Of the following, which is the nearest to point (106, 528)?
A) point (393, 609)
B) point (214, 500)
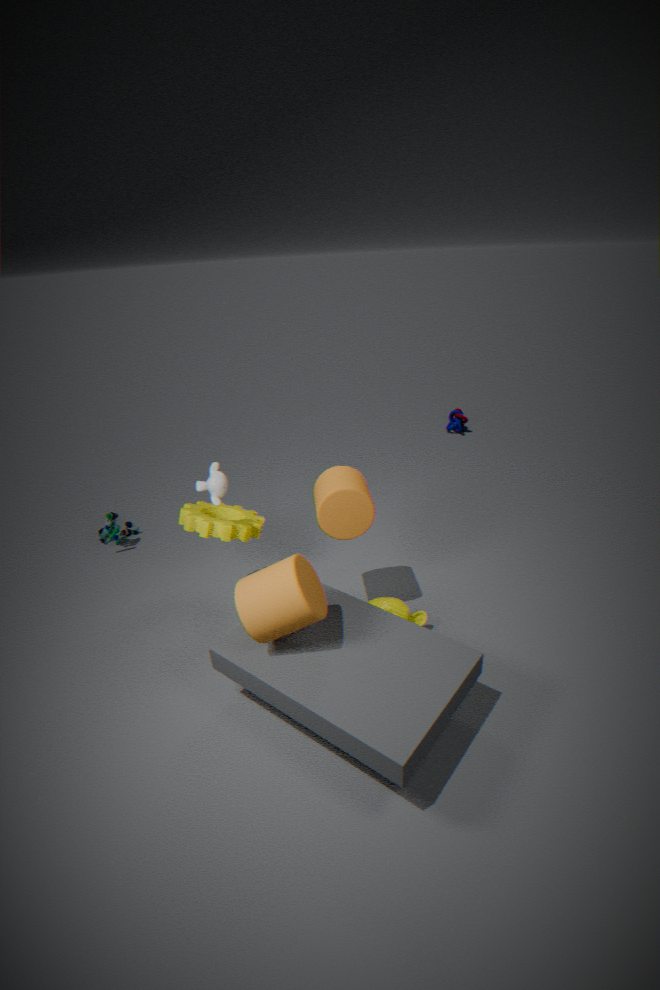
point (214, 500)
